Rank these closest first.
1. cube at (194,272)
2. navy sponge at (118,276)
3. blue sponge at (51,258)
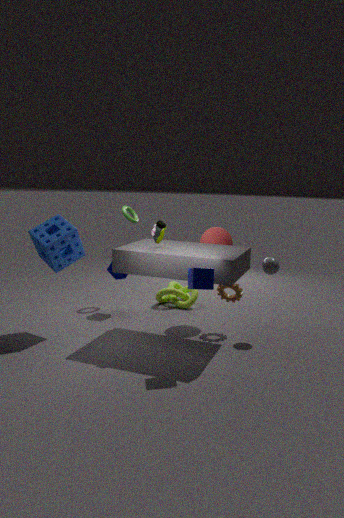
cube at (194,272)
blue sponge at (51,258)
navy sponge at (118,276)
